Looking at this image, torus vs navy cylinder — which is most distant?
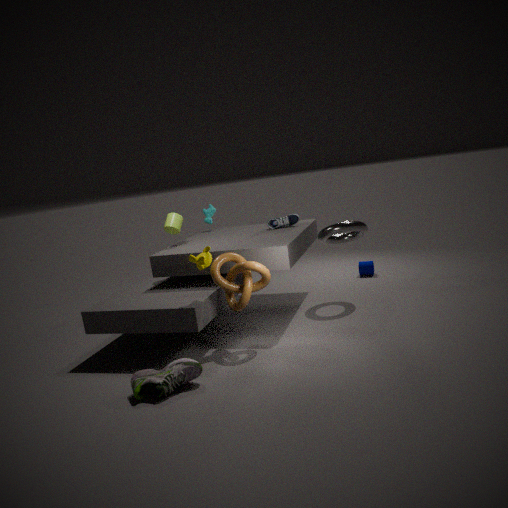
navy cylinder
